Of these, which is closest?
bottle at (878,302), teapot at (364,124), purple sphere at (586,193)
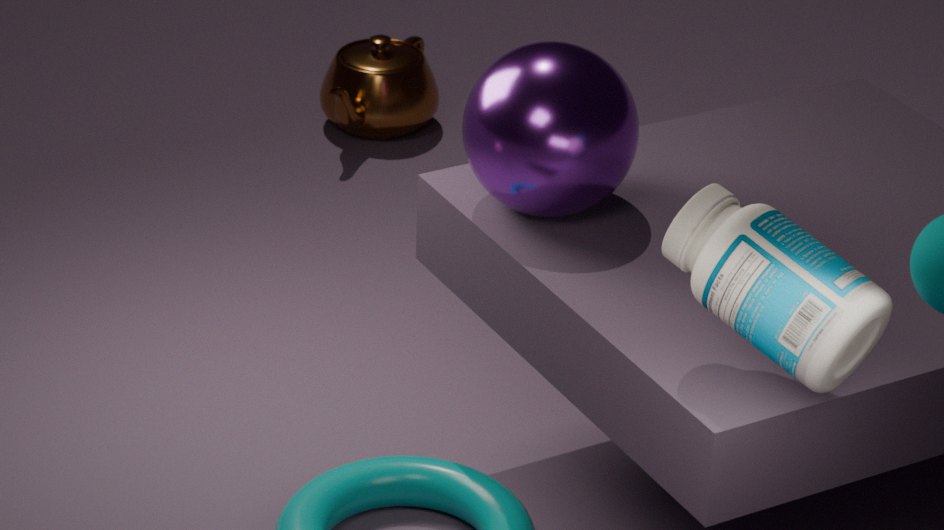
bottle at (878,302)
